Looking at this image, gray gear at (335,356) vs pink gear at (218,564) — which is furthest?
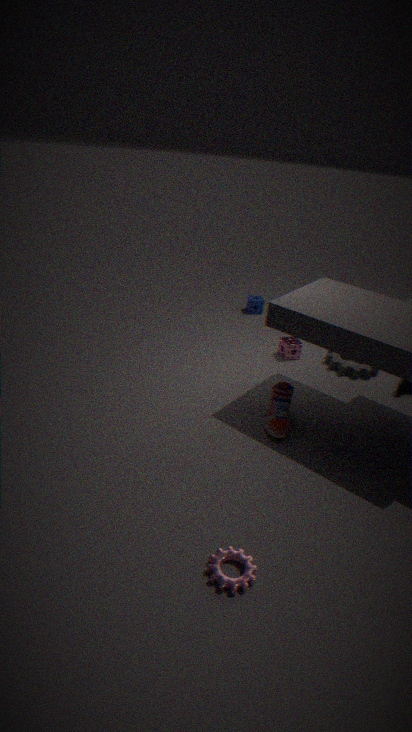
gray gear at (335,356)
